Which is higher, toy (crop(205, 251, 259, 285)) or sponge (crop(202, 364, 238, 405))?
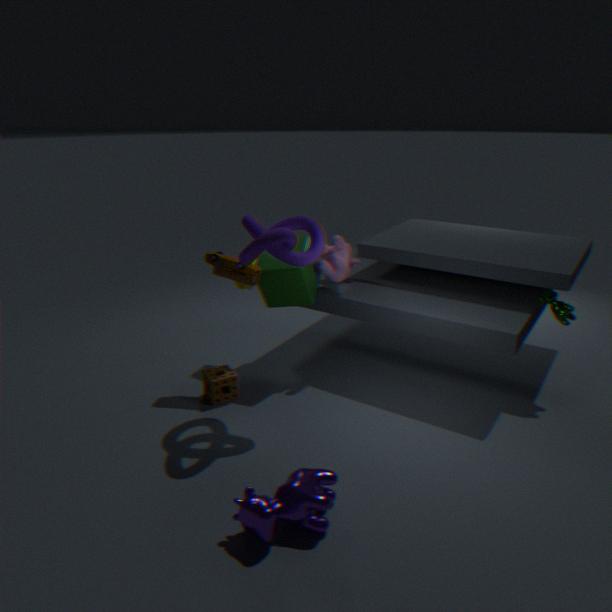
toy (crop(205, 251, 259, 285))
